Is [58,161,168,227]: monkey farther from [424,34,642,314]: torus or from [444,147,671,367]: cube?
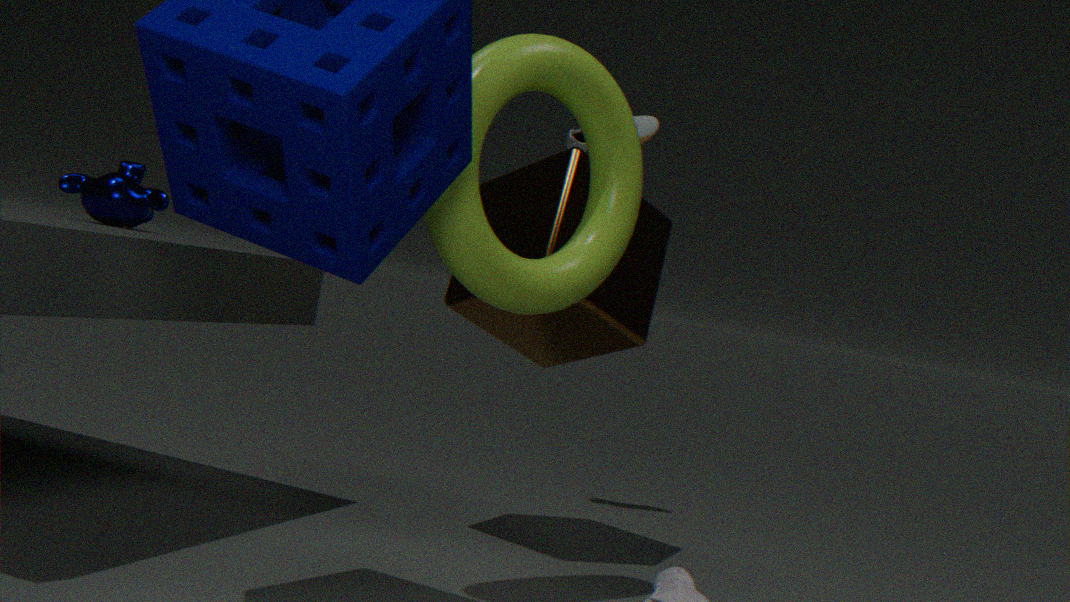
[424,34,642,314]: torus
